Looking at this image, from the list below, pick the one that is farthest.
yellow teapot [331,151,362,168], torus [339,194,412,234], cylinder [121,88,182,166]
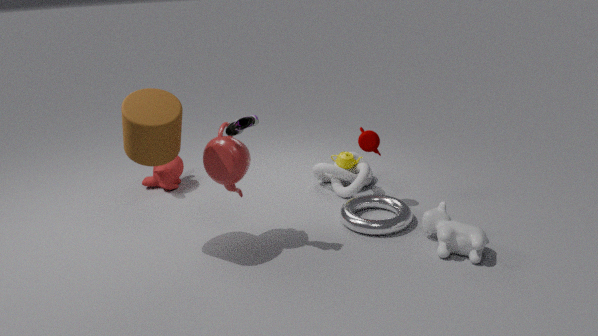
yellow teapot [331,151,362,168]
